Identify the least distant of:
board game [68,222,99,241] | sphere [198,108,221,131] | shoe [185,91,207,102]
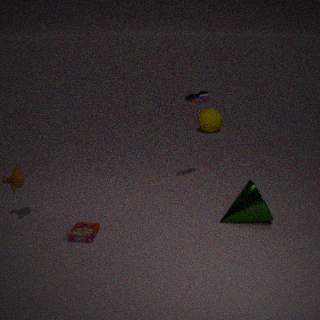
board game [68,222,99,241]
